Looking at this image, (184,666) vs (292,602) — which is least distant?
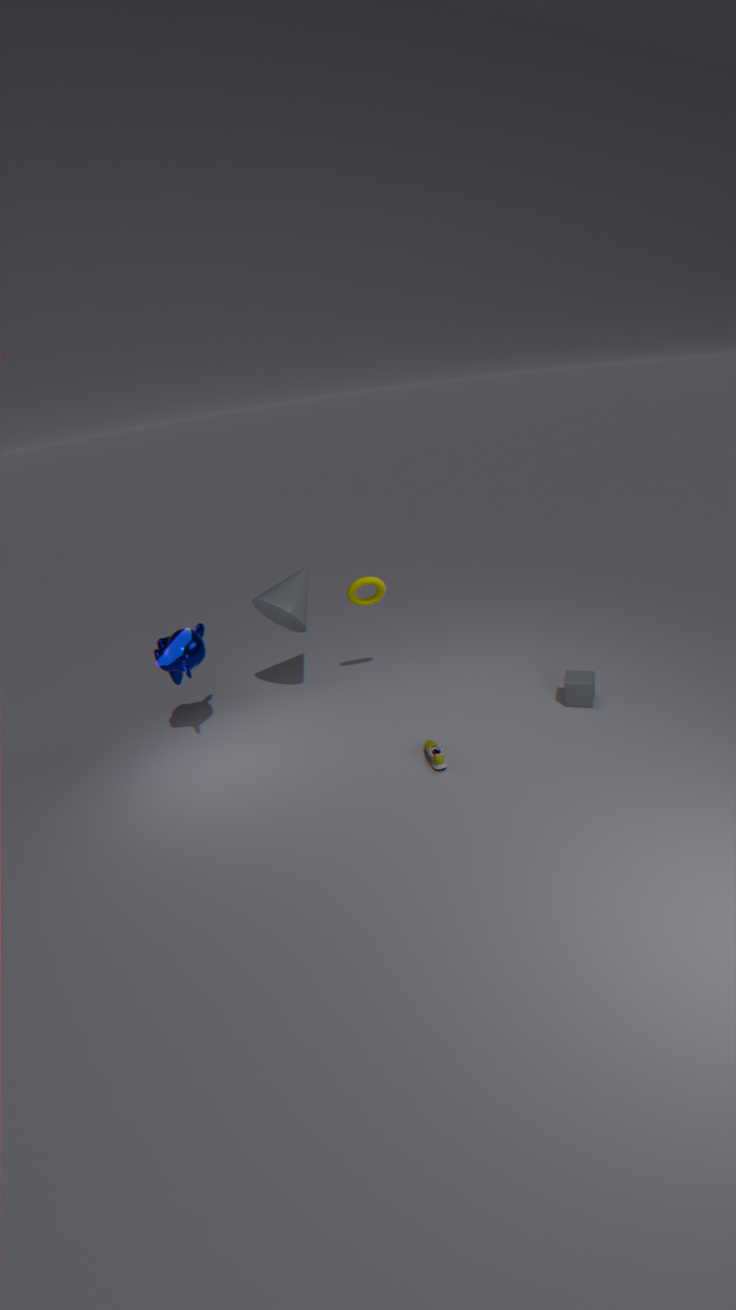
(184,666)
